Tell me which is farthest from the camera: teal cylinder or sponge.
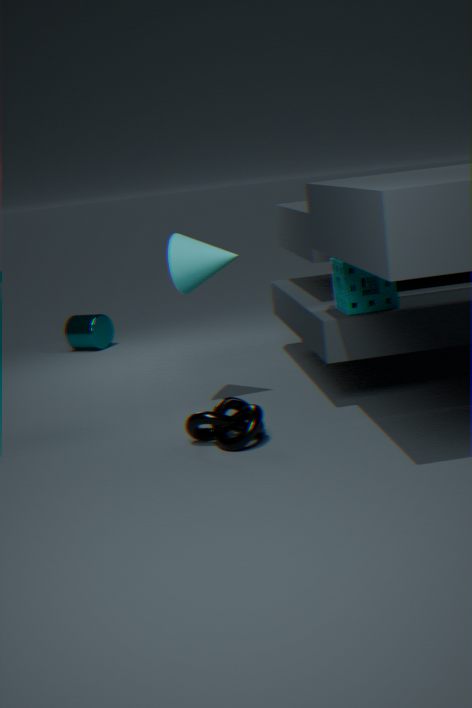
teal cylinder
